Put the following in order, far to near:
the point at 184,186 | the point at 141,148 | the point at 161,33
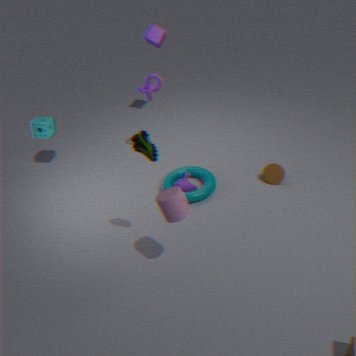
the point at 161,33 < the point at 184,186 < the point at 141,148
